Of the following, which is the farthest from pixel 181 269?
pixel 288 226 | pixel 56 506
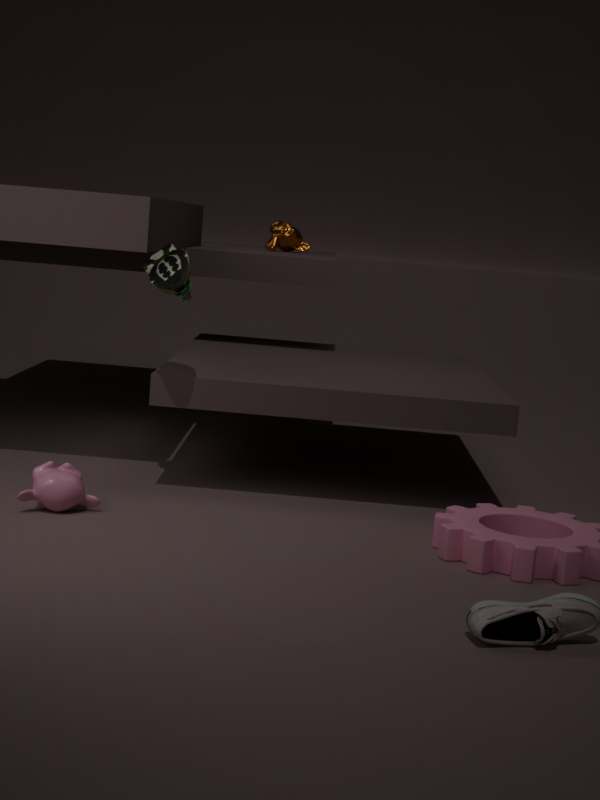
pixel 288 226
